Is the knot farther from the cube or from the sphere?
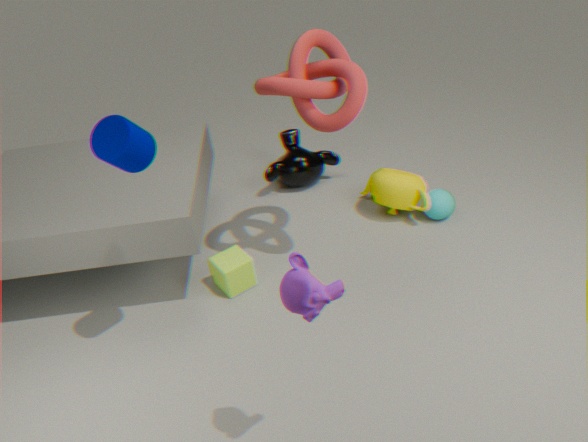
the sphere
